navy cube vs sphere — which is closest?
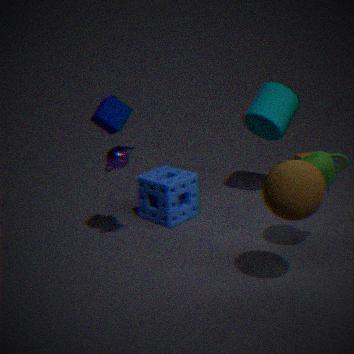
sphere
